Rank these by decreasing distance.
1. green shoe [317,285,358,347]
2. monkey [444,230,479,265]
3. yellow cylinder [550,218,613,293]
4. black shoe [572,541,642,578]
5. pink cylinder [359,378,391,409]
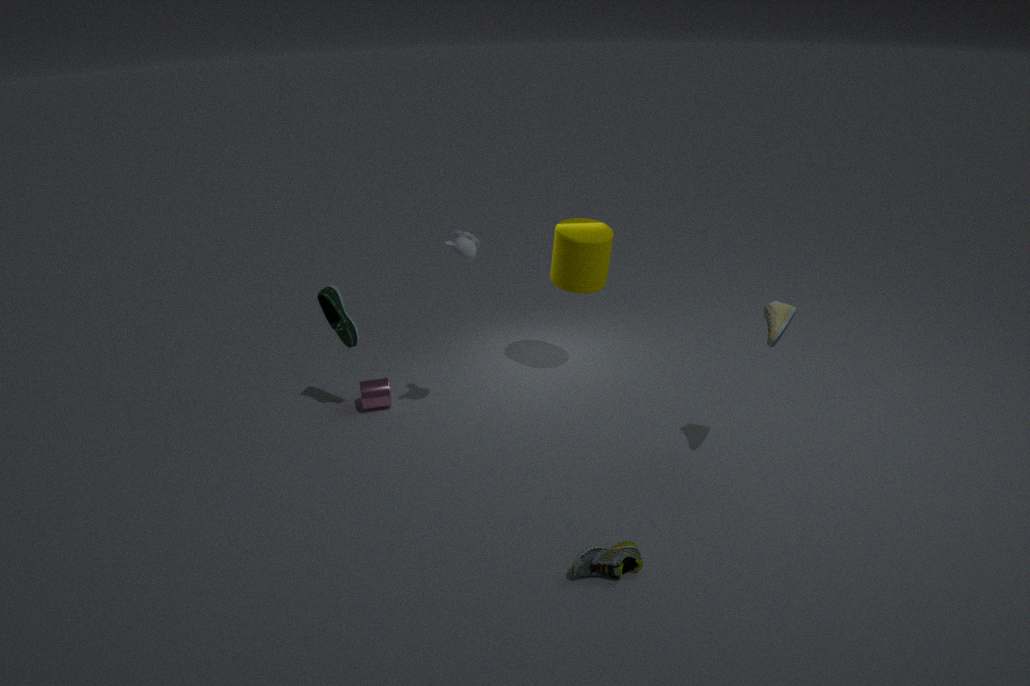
1. pink cylinder [359,378,391,409]
2. yellow cylinder [550,218,613,293]
3. green shoe [317,285,358,347]
4. monkey [444,230,479,265]
5. black shoe [572,541,642,578]
